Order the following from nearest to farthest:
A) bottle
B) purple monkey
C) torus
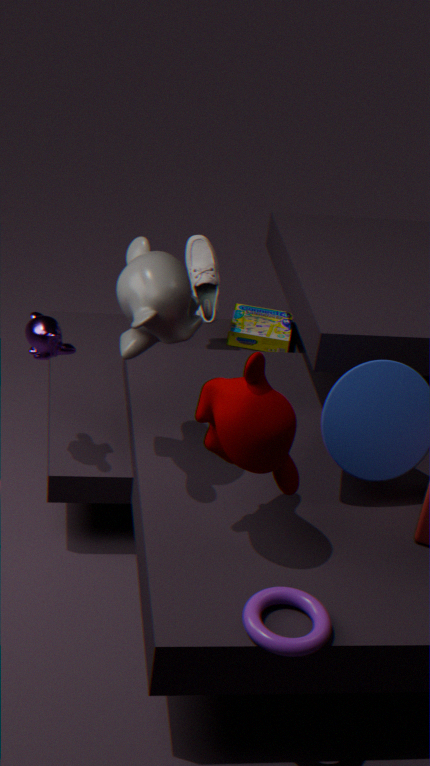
1. torus
2. purple monkey
3. bottle
